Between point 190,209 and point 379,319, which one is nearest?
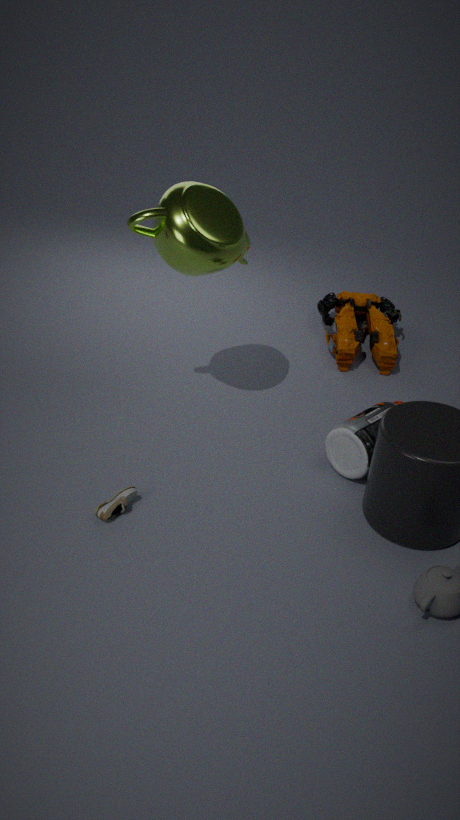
point 190,209
